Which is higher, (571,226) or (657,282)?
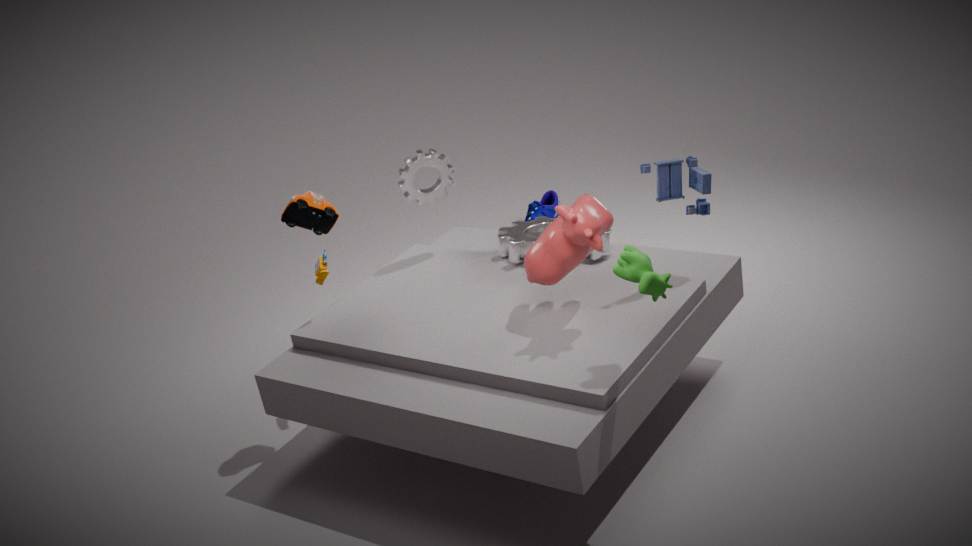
(657,282)
